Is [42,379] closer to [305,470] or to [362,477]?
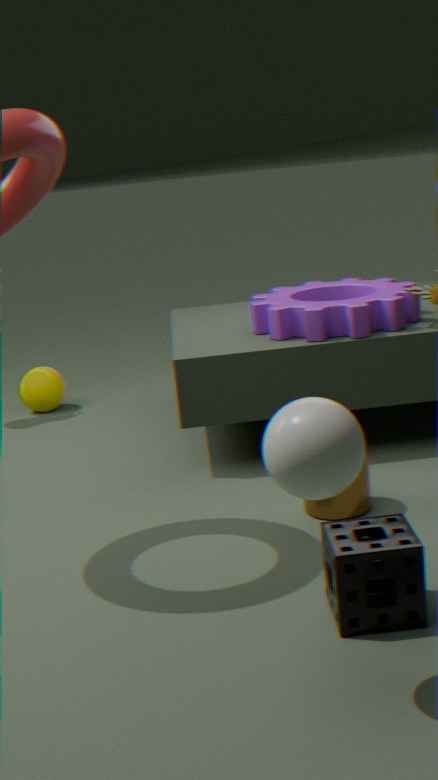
[362,477]
